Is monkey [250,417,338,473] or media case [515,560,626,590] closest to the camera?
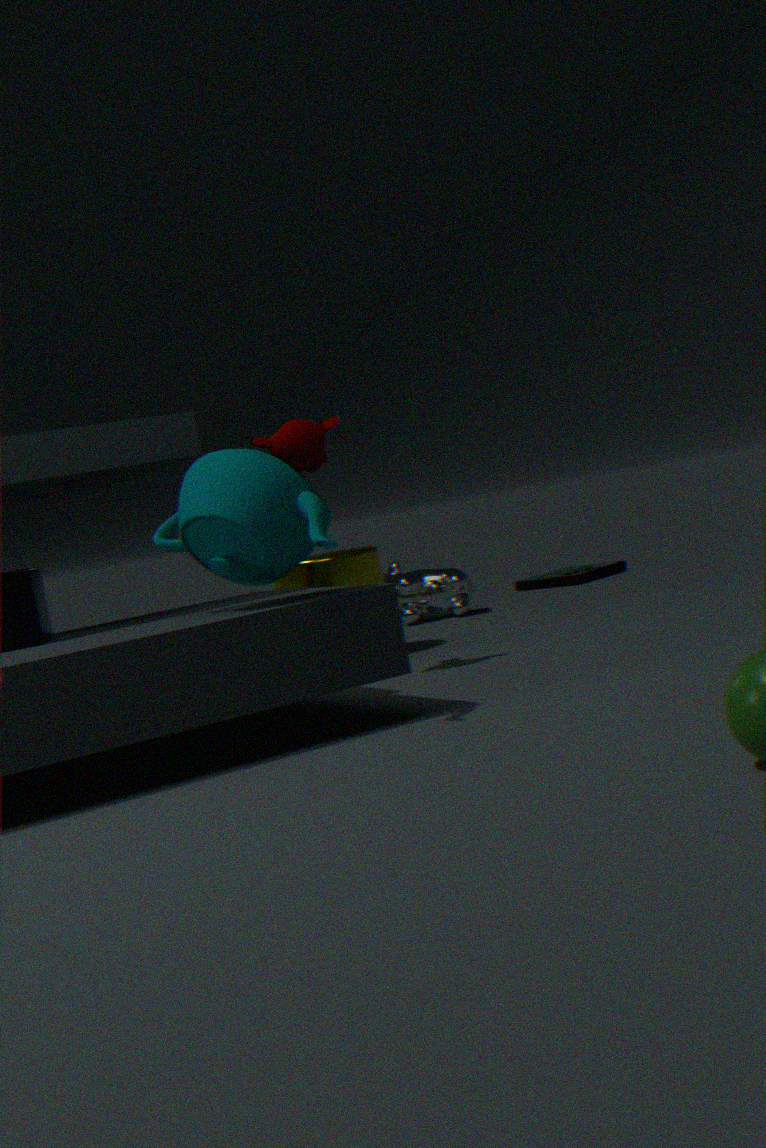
monkey [250,417,338,473]
